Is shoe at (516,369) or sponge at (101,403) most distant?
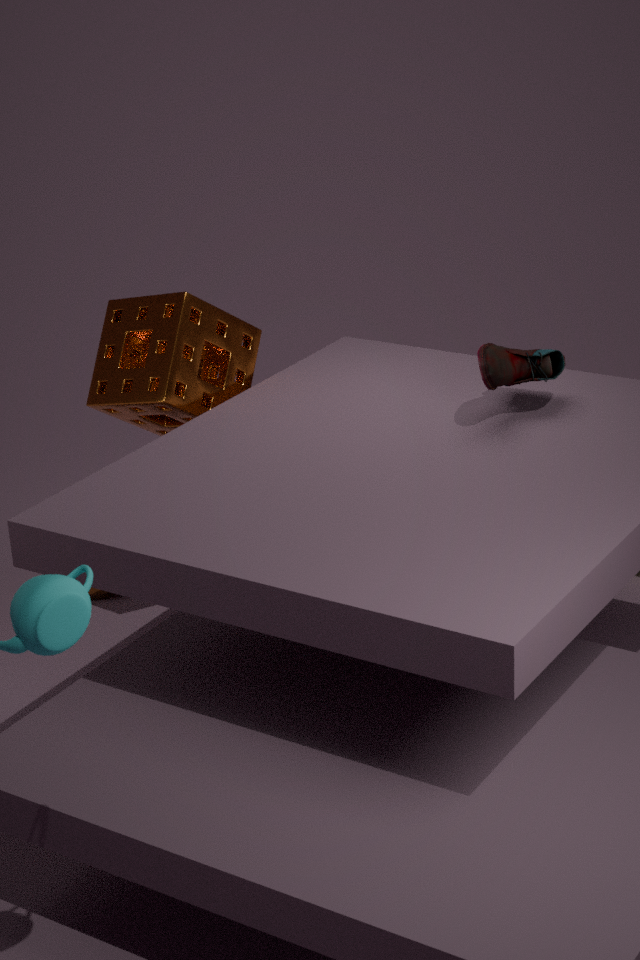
sponge at (101,403)
